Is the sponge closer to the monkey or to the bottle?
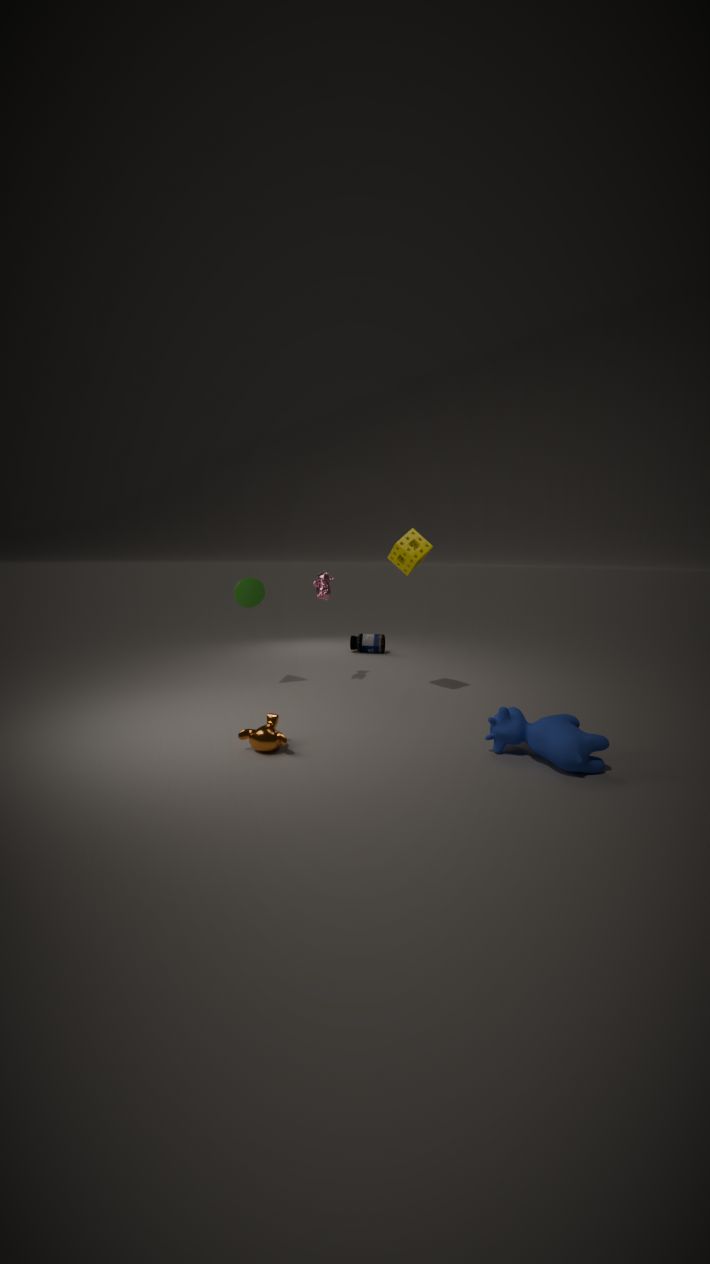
the monkey
